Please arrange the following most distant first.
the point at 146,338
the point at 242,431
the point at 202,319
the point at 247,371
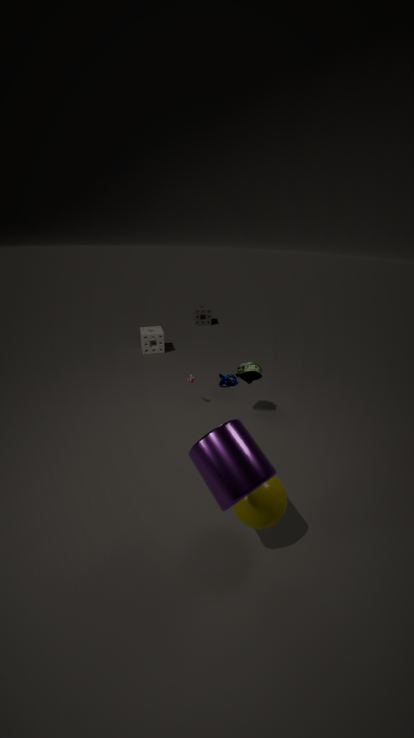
1. the point at 202,319
2. the point at 146,338
3. the point at 247,371
4. the point at 242,431
